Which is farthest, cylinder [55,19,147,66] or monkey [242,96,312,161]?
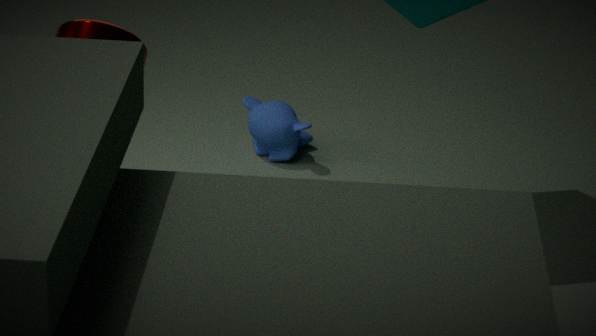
monkey [242,96,312,161]
